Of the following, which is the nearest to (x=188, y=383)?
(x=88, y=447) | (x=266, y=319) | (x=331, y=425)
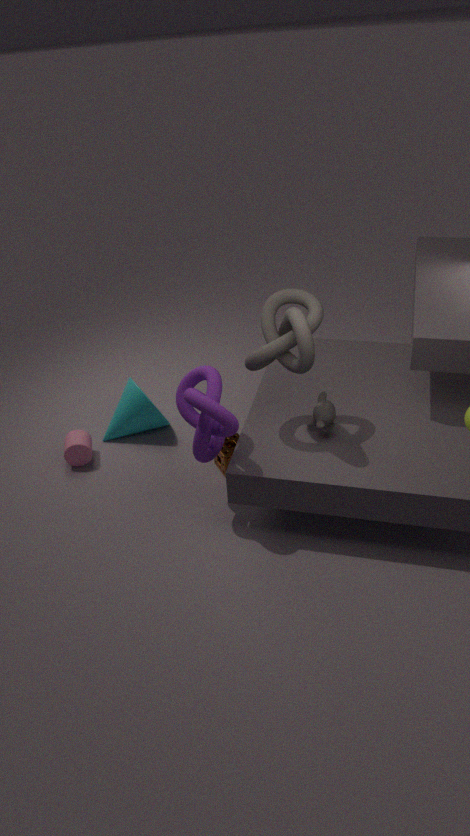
(x=266, y=319)
